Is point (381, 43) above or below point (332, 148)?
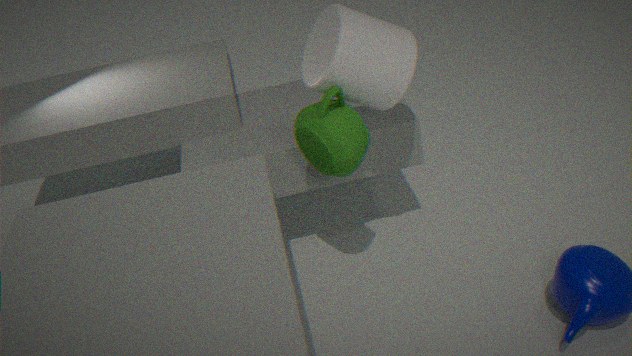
above
